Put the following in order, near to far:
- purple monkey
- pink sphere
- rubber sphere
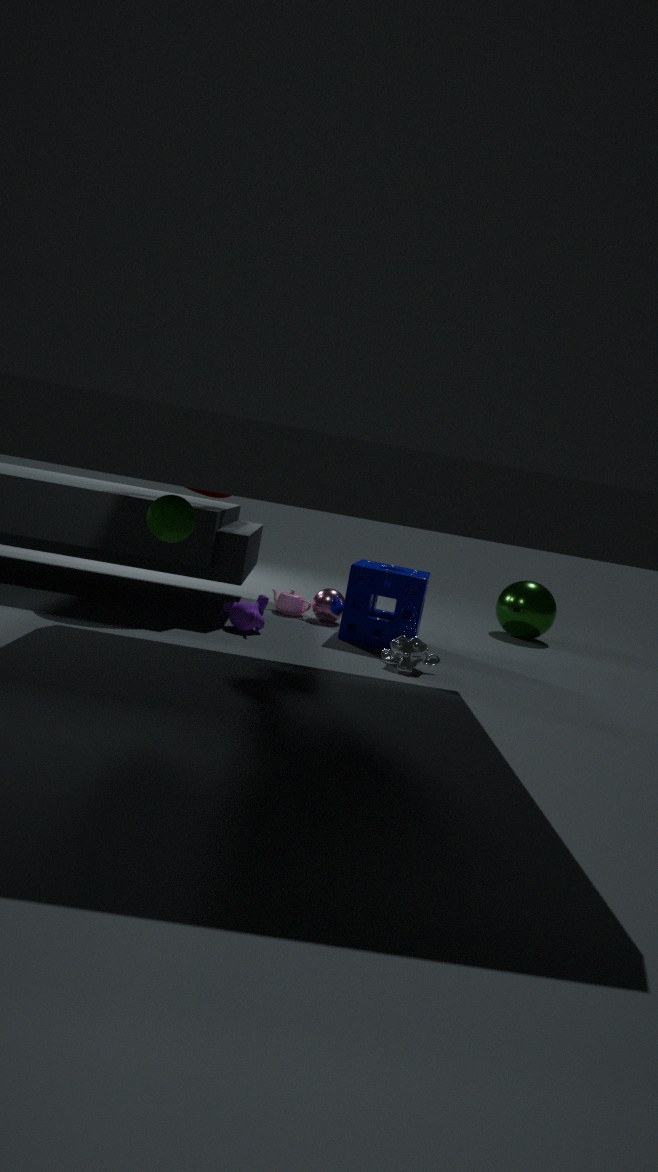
1. rubber sphere
2. purple monkey
3. pink sphere
